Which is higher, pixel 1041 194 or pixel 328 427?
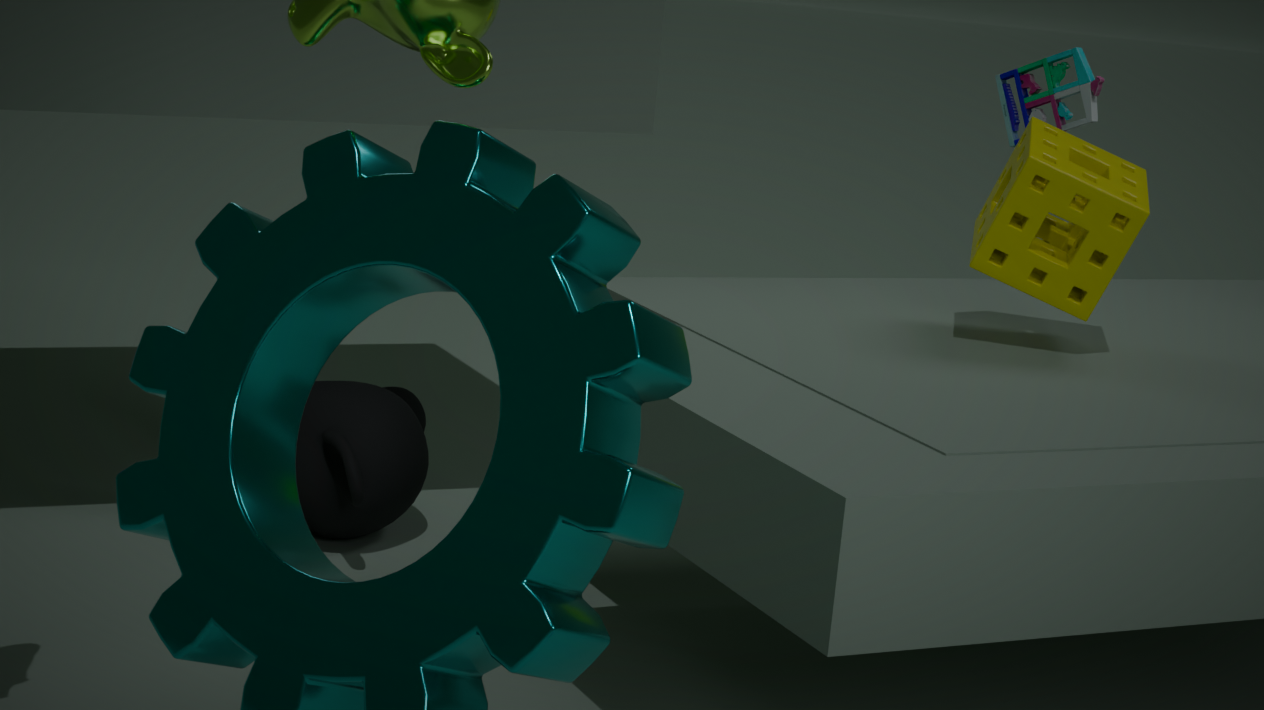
pixel 1041 194
